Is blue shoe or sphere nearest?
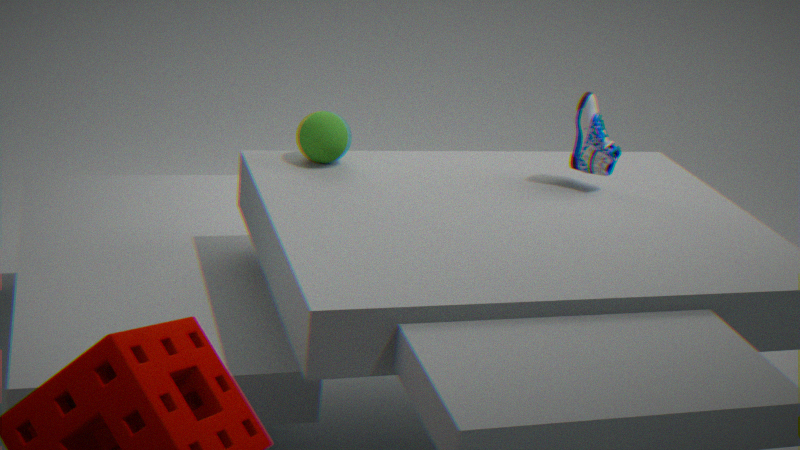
sphere
